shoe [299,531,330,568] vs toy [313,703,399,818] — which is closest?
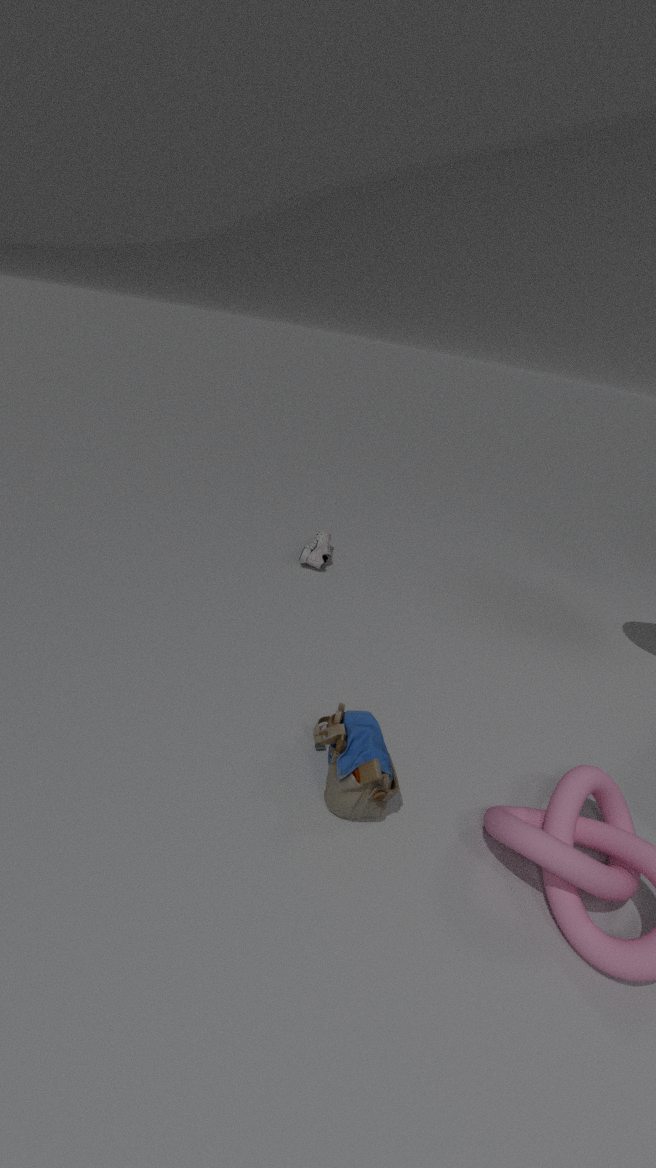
toy [313,703,399,818]
